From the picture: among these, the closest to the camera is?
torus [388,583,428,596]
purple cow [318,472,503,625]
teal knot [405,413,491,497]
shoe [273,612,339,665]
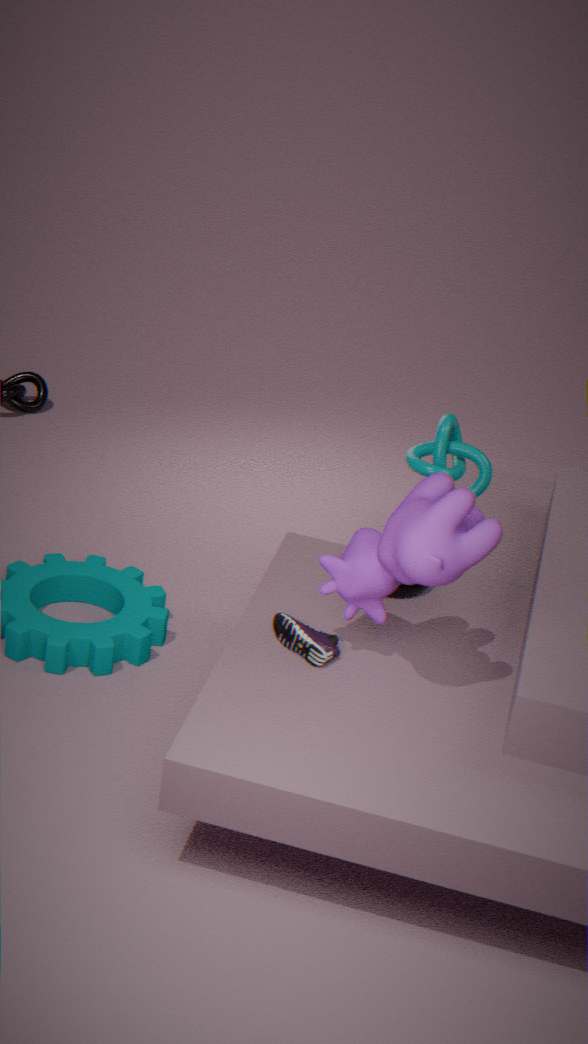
purple cow [318,472,503,625]
